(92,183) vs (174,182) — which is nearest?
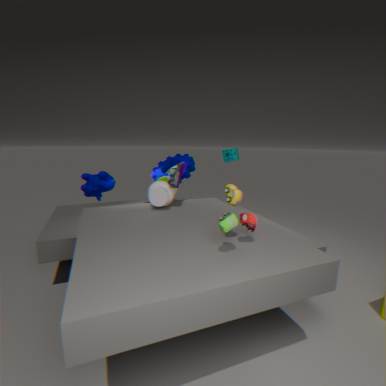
(174,182)
